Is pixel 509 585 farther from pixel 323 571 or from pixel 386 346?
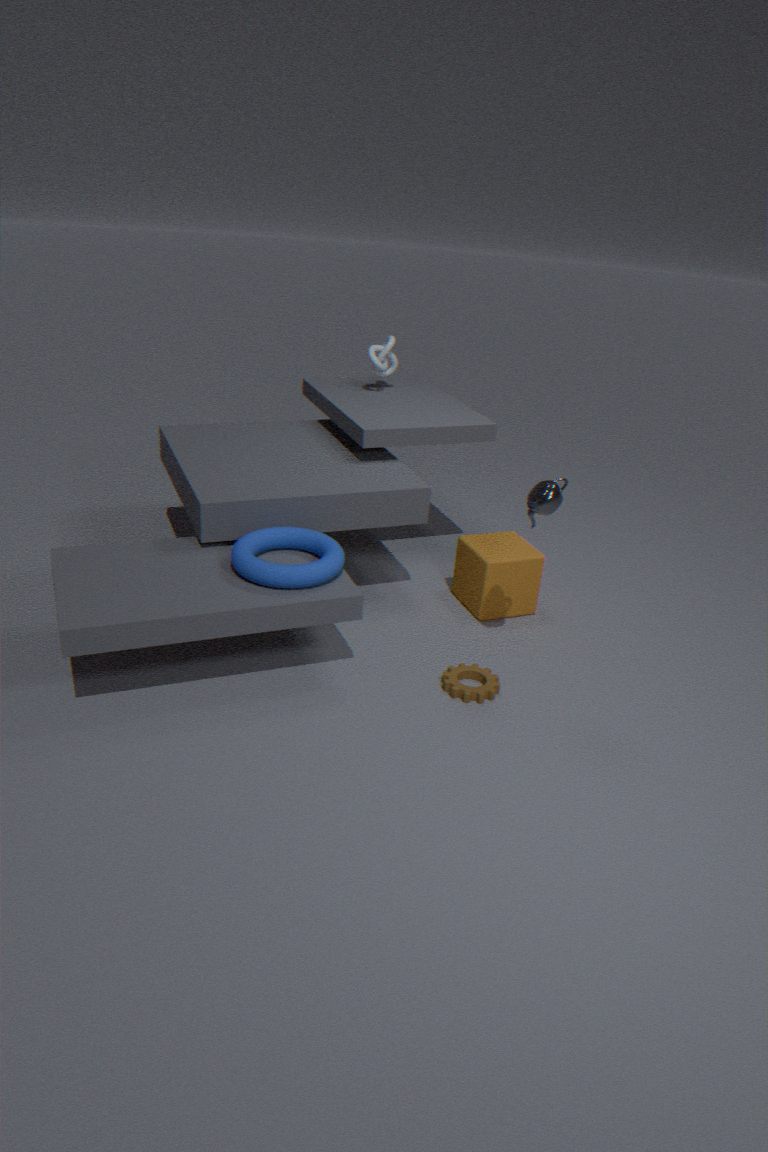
pixel 386 346
